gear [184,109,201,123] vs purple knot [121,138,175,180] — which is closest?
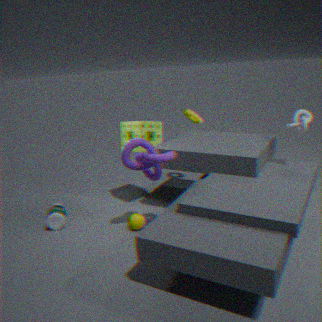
purple knot [121,138,175,180]
